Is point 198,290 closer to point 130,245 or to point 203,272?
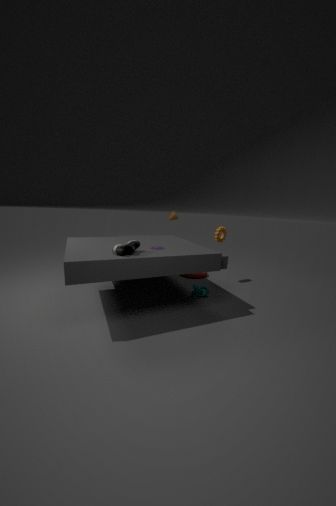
point 203,272
